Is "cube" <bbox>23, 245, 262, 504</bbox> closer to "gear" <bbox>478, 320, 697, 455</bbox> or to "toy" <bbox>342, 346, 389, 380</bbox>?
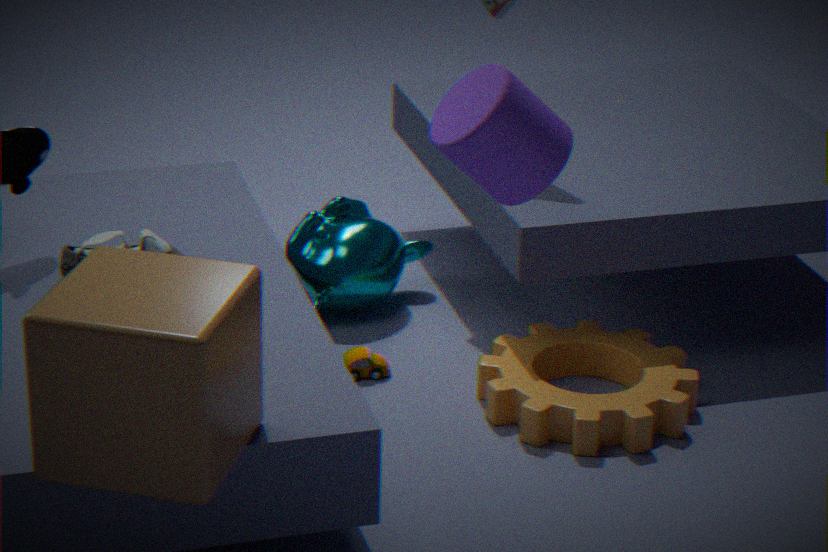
"toy" <bbox>342, 346, 389, 380</bbox>
